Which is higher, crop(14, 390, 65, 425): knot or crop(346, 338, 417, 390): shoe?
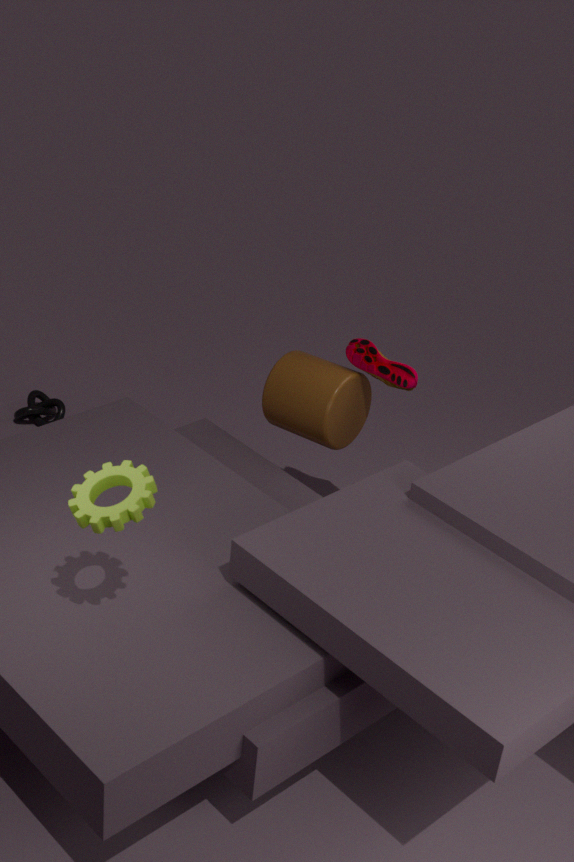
crop(346, 338, 417, 390): shoe
